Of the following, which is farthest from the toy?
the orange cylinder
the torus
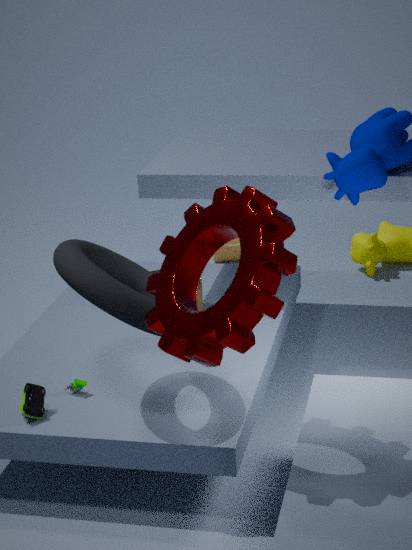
the orange cylinder
